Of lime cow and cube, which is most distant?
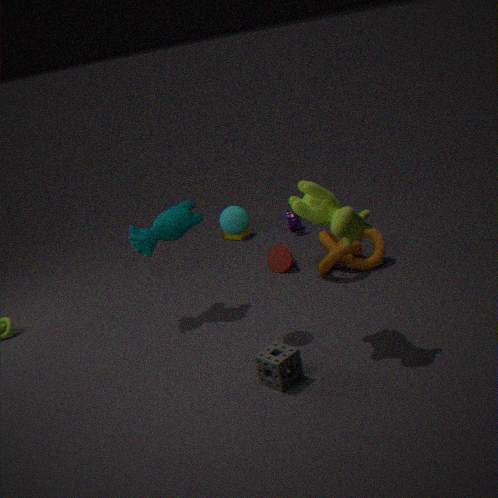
cube
